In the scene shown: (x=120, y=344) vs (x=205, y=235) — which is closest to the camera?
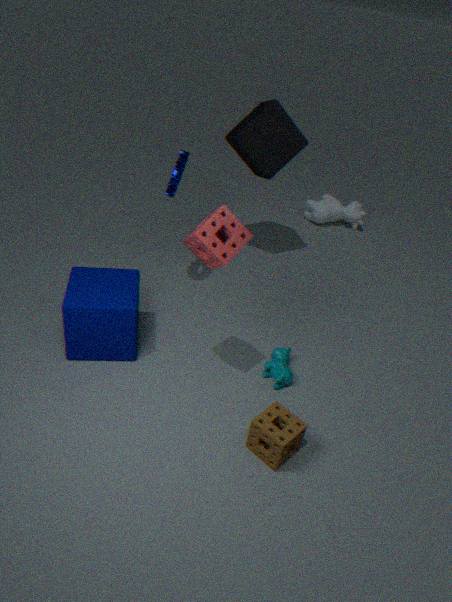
(x=205, y=235)
